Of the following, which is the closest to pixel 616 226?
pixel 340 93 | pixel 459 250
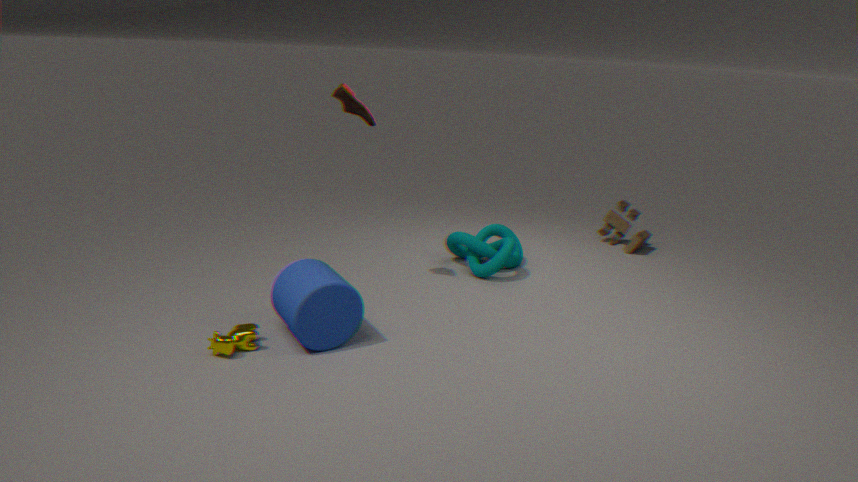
pixel 459 250
